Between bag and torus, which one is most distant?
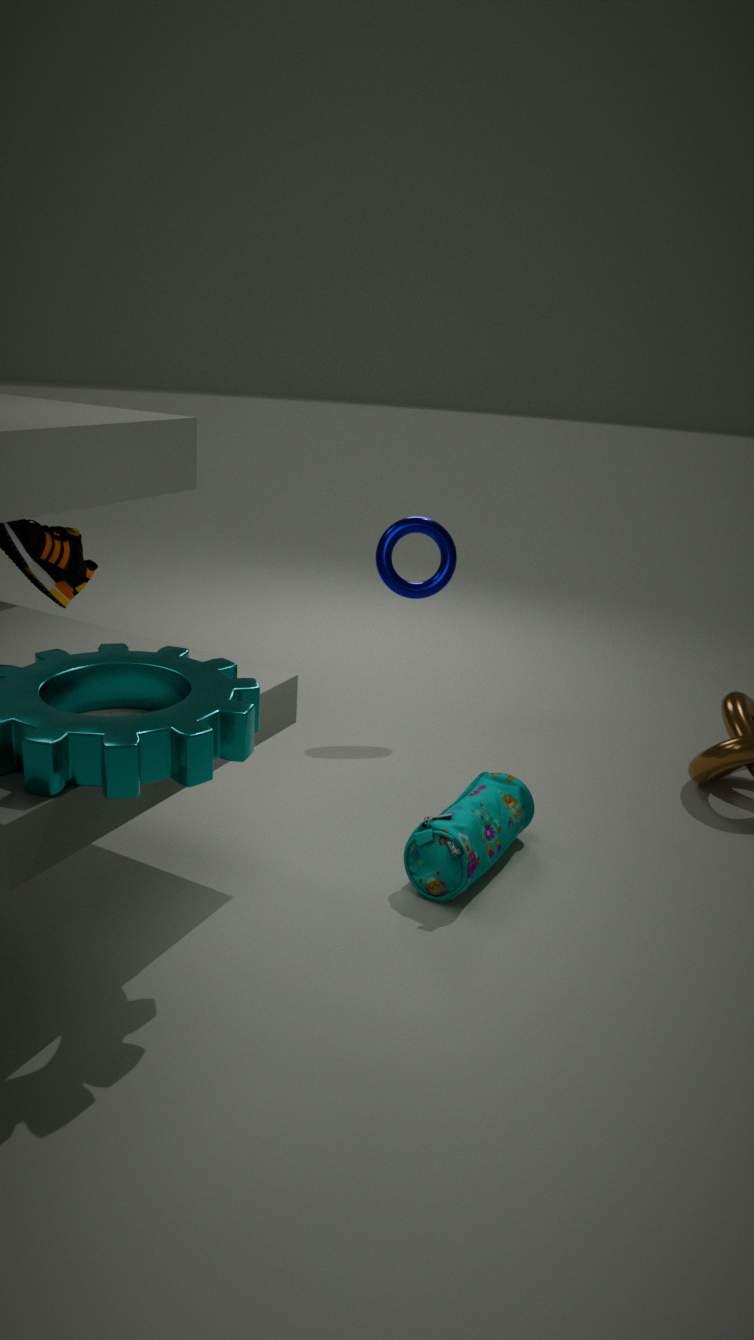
torus
